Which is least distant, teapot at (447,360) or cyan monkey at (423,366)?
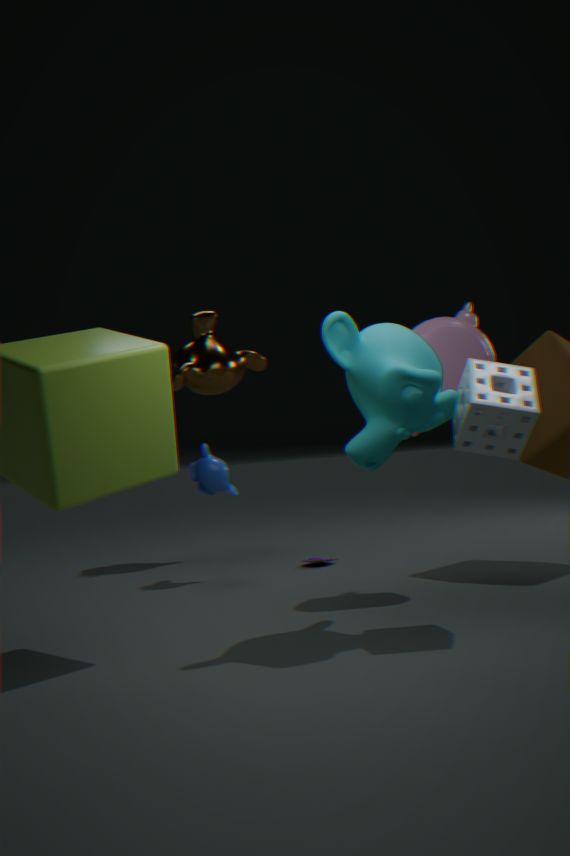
cyan monkey at (423,366)
